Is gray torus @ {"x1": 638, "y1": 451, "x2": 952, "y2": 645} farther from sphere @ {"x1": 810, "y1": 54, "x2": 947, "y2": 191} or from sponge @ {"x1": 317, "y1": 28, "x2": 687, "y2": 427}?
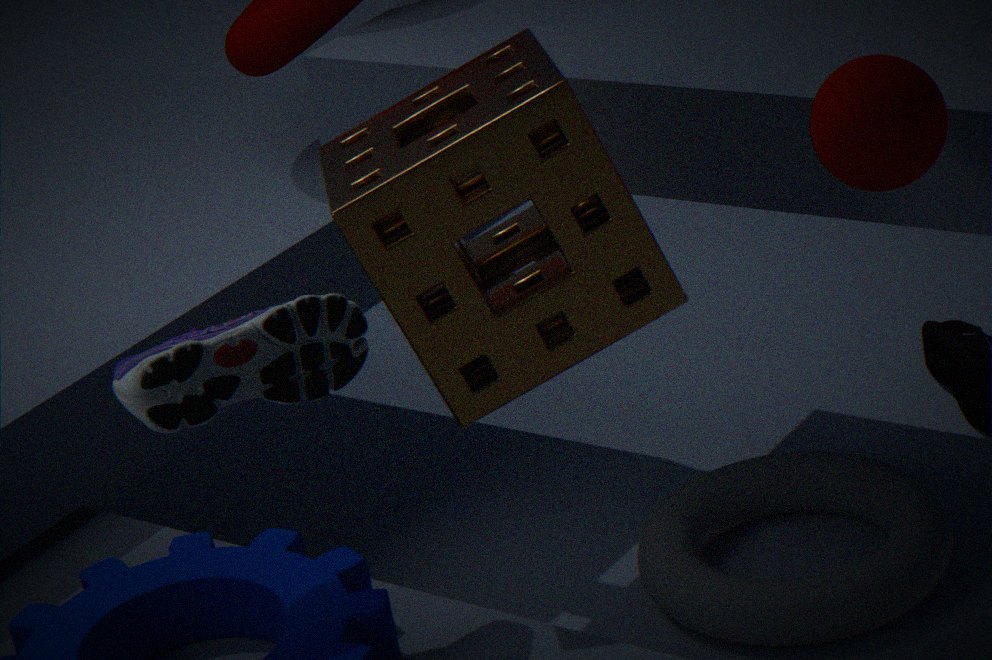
sphere @ {"x1": 810, "y1": 54, "x2": 947, "y2": 191}
